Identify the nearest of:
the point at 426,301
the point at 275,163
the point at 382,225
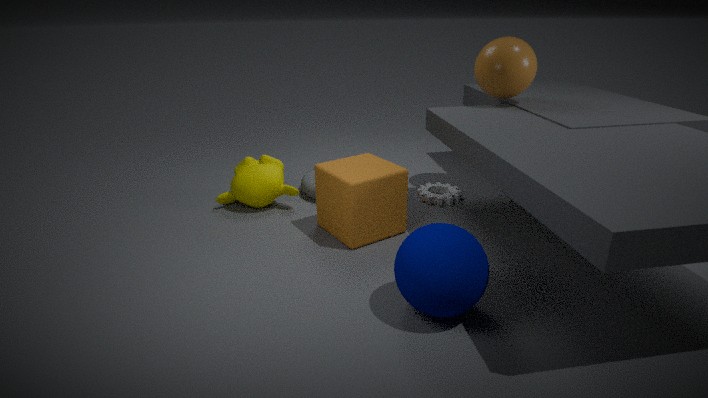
the point at 426,301
